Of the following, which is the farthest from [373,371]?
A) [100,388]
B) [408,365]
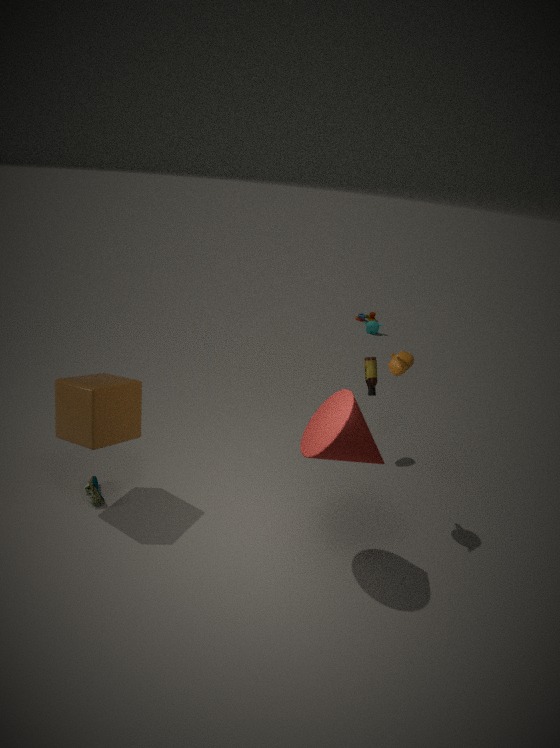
[100,388]
